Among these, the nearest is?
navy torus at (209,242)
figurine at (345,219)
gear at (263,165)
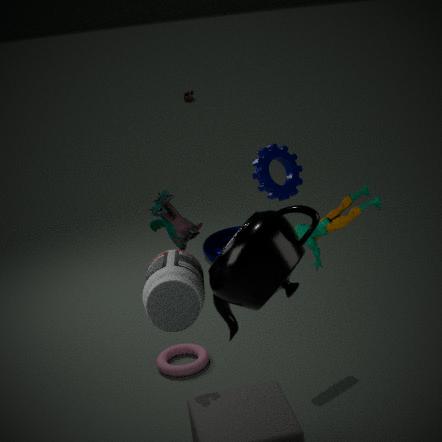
figurine at (345,219)
